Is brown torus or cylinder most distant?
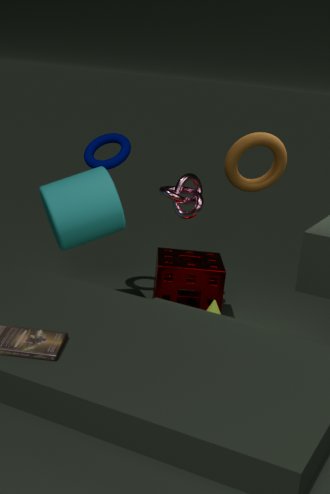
cylinder
